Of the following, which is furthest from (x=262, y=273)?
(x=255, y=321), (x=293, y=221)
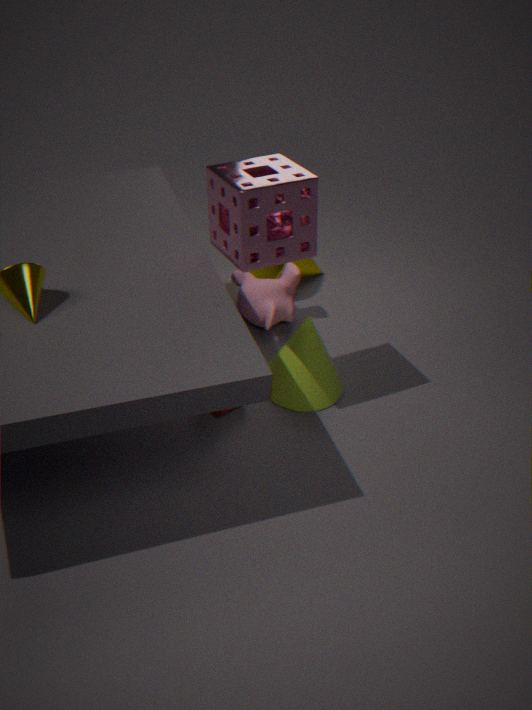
(x=293, y=221)
